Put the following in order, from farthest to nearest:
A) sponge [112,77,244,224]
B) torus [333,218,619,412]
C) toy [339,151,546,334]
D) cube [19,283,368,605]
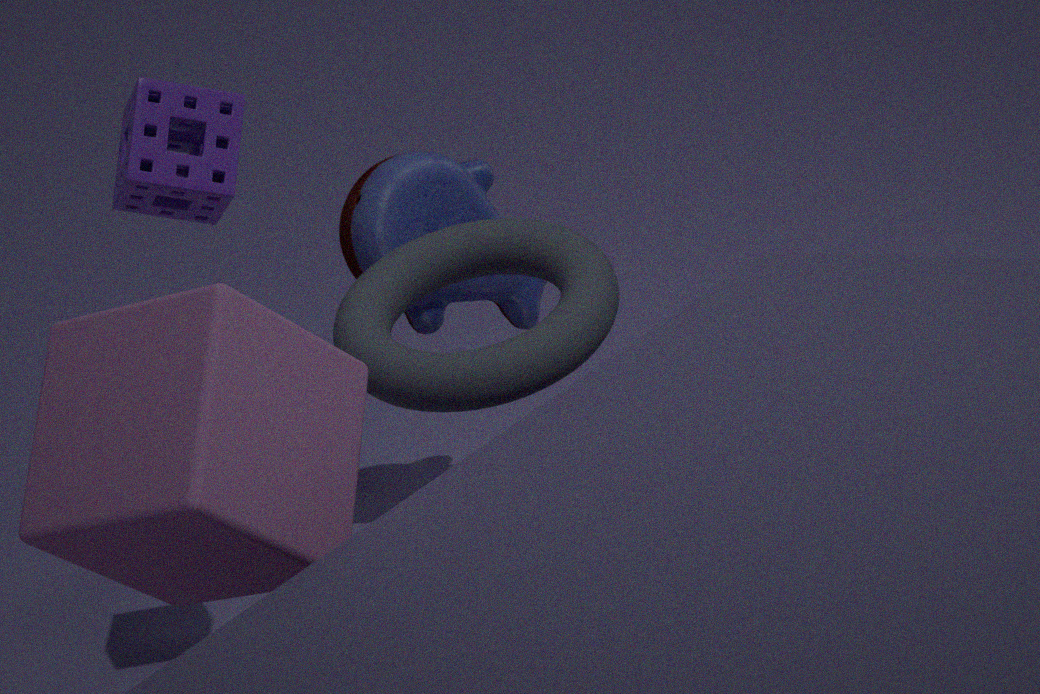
toy [339,151,546,334]
torus [333,218,619,412]
sponge [112,77,244,224]
cube [19,283,368,605]
